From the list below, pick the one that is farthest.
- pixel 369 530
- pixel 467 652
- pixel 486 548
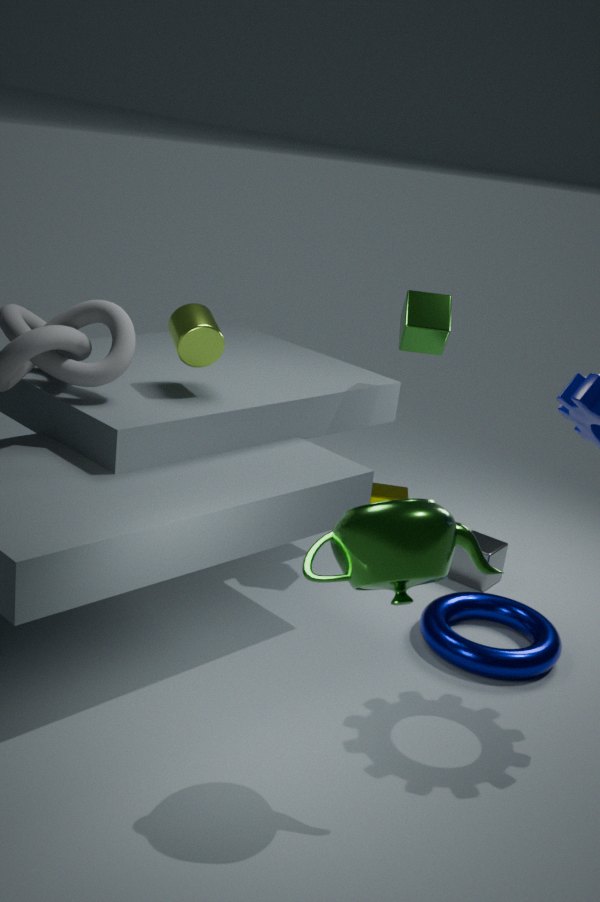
pixel 486 548
